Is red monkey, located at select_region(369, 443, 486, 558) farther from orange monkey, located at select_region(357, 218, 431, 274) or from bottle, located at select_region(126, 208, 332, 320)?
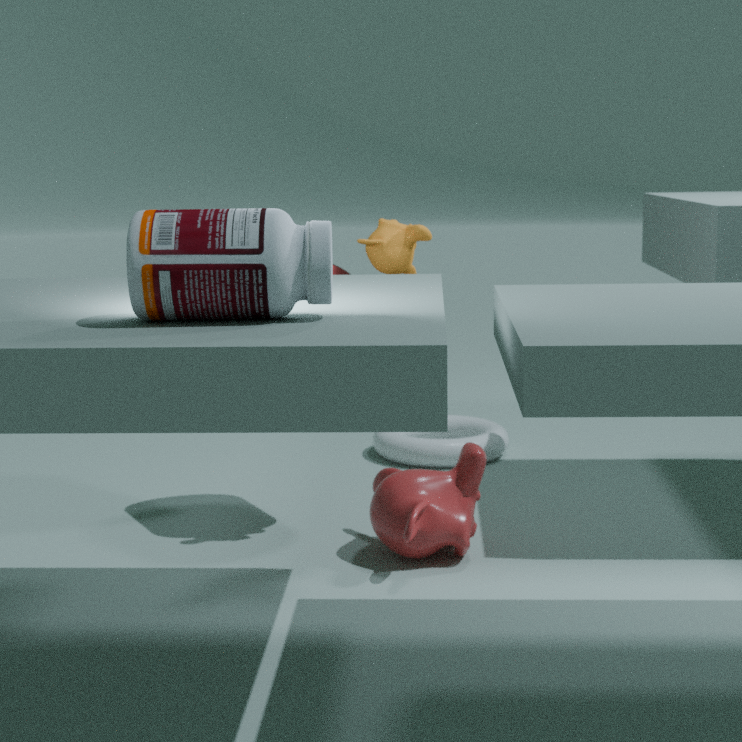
bottle, located at select_region(126, 208, 332, 320)
